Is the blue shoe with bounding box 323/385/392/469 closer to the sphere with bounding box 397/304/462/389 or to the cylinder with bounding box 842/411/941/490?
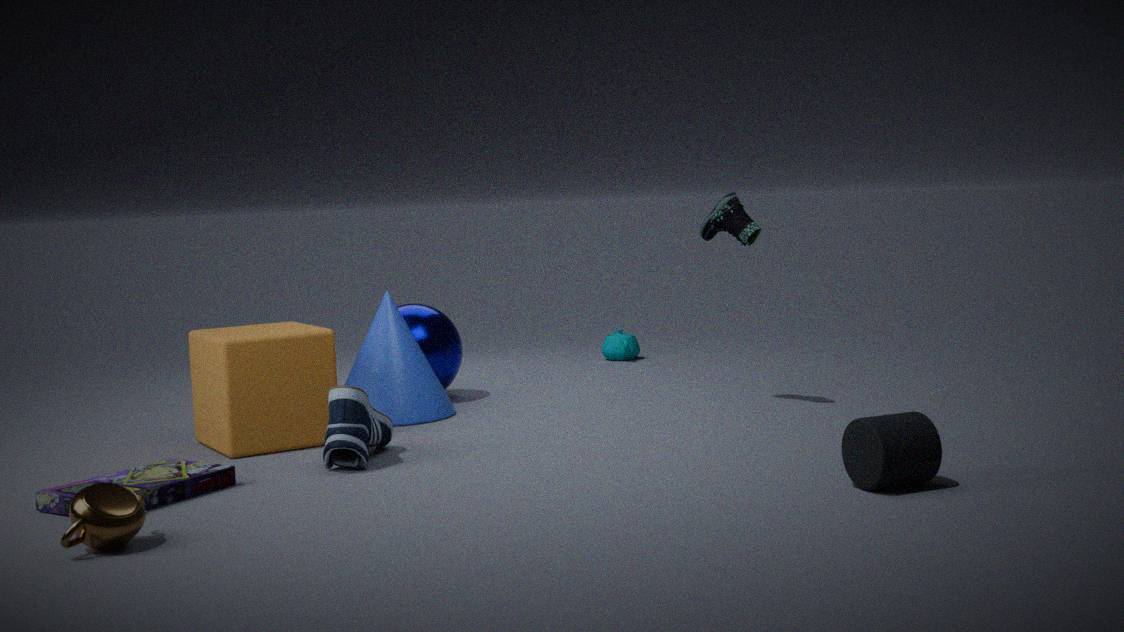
the sphere with bounding box 397/304/462/389
